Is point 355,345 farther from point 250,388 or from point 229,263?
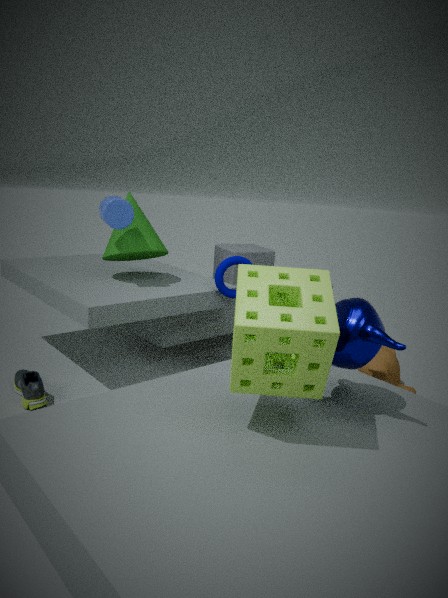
point 229,263
